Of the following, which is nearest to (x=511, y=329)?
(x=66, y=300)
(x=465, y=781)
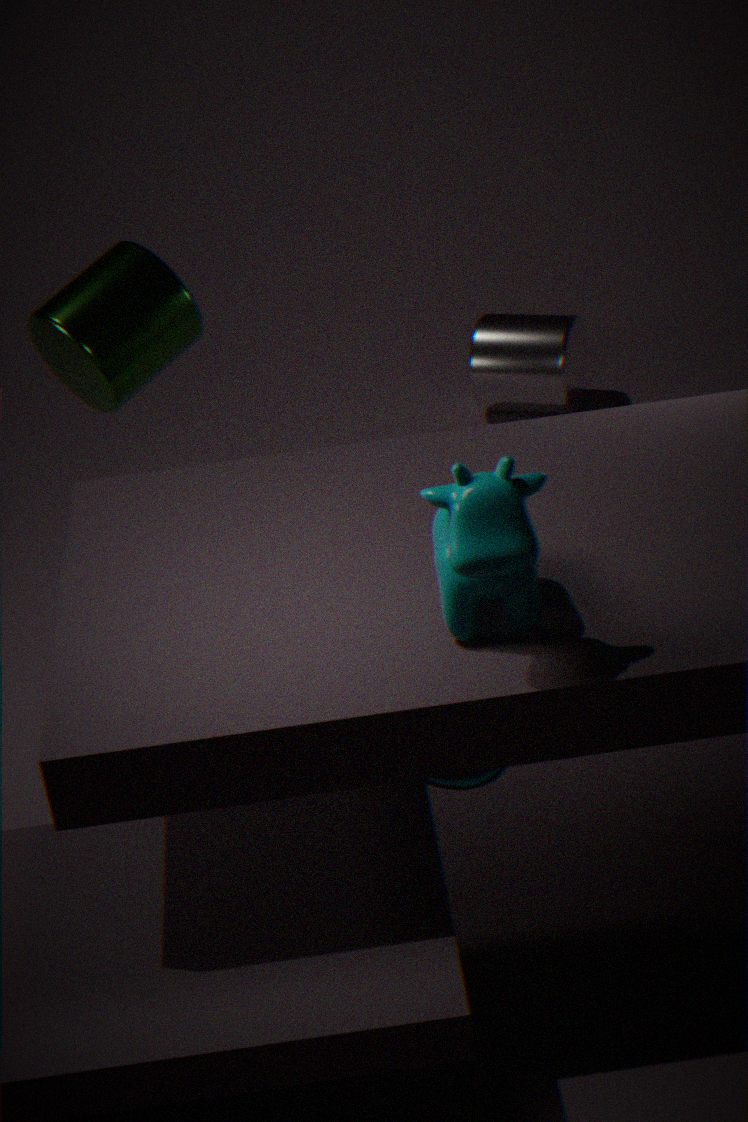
(x=66, y=300)
